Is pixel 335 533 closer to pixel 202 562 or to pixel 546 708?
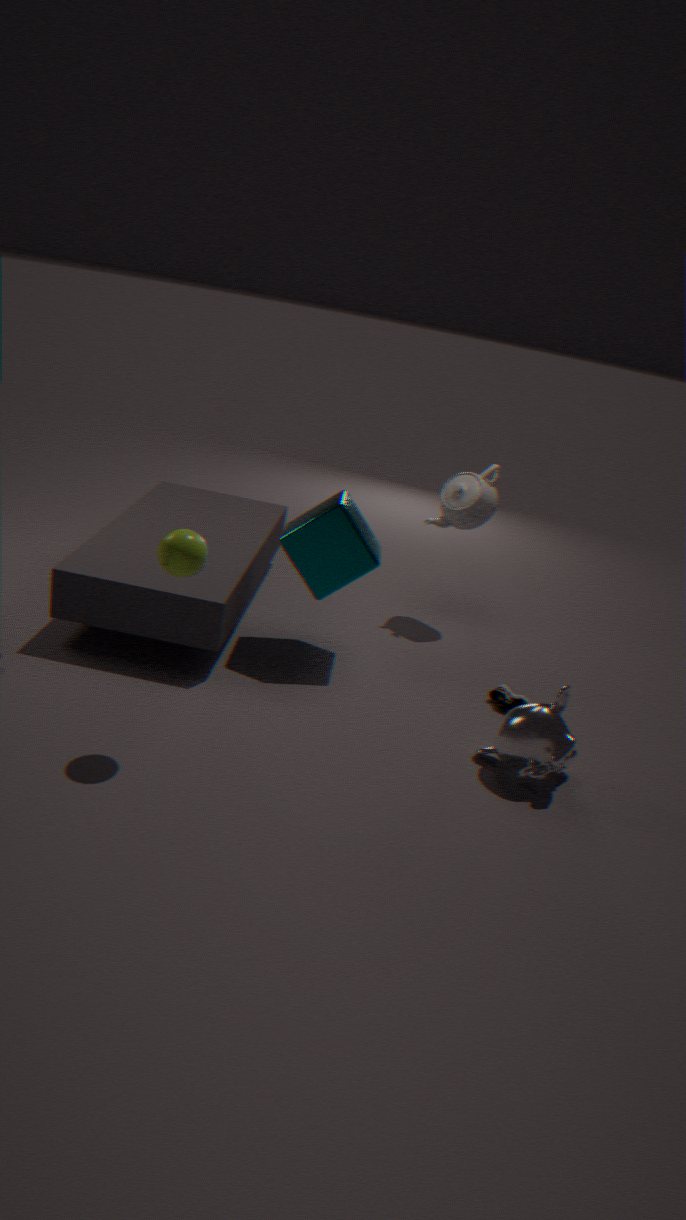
pixel 202 562
